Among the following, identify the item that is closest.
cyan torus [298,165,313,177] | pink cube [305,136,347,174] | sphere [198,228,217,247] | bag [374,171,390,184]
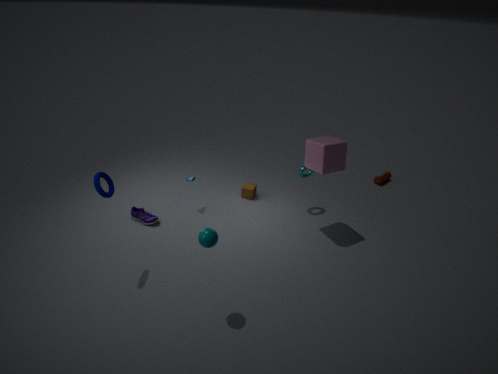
sphere [198,228,217,247]
